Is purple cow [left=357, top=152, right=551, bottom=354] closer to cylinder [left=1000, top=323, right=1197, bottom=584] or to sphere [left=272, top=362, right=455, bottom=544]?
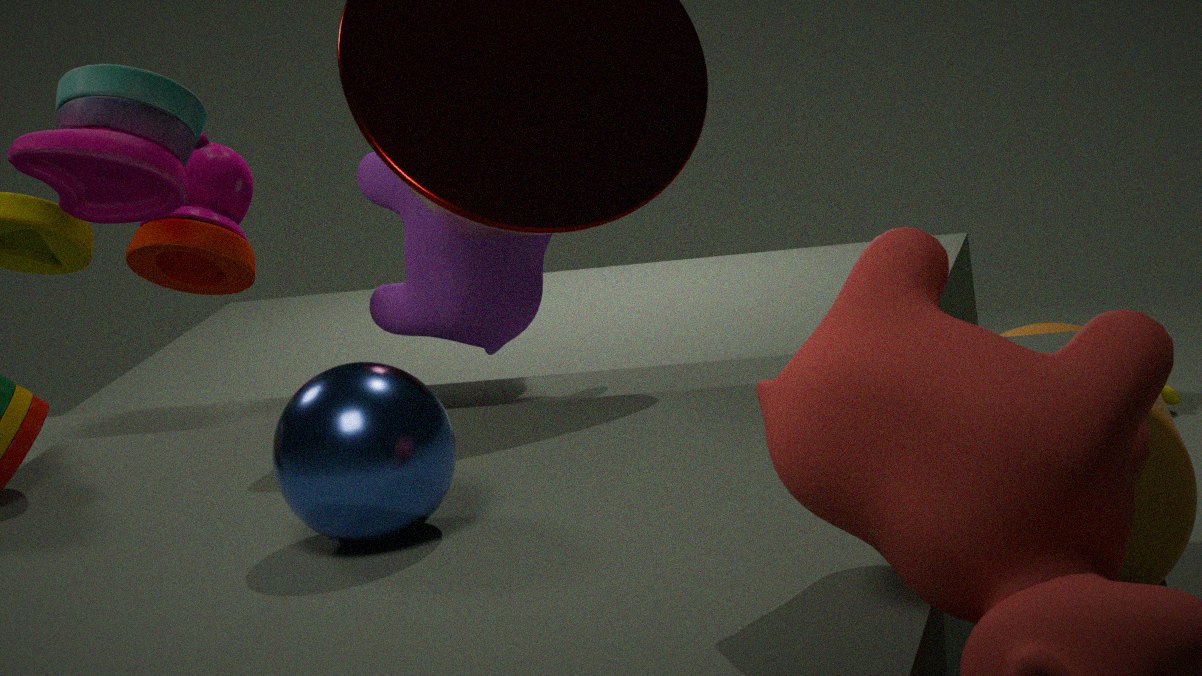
cylinder [left=1000, top=323, right=1197, bottom=584]
